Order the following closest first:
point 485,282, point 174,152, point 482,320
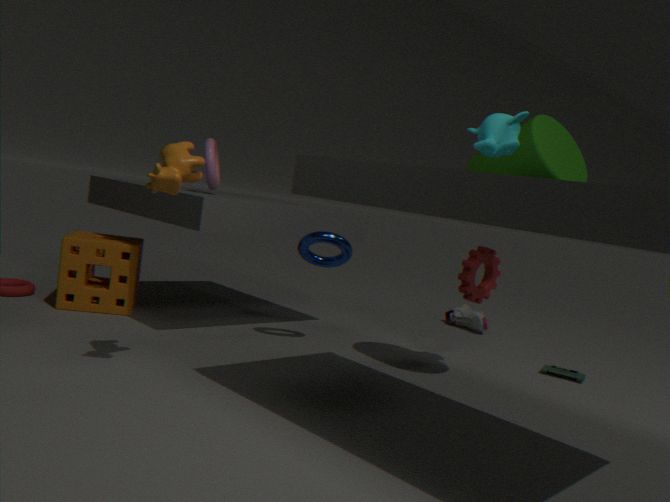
point 174,152, point 485,282, point 482,320
